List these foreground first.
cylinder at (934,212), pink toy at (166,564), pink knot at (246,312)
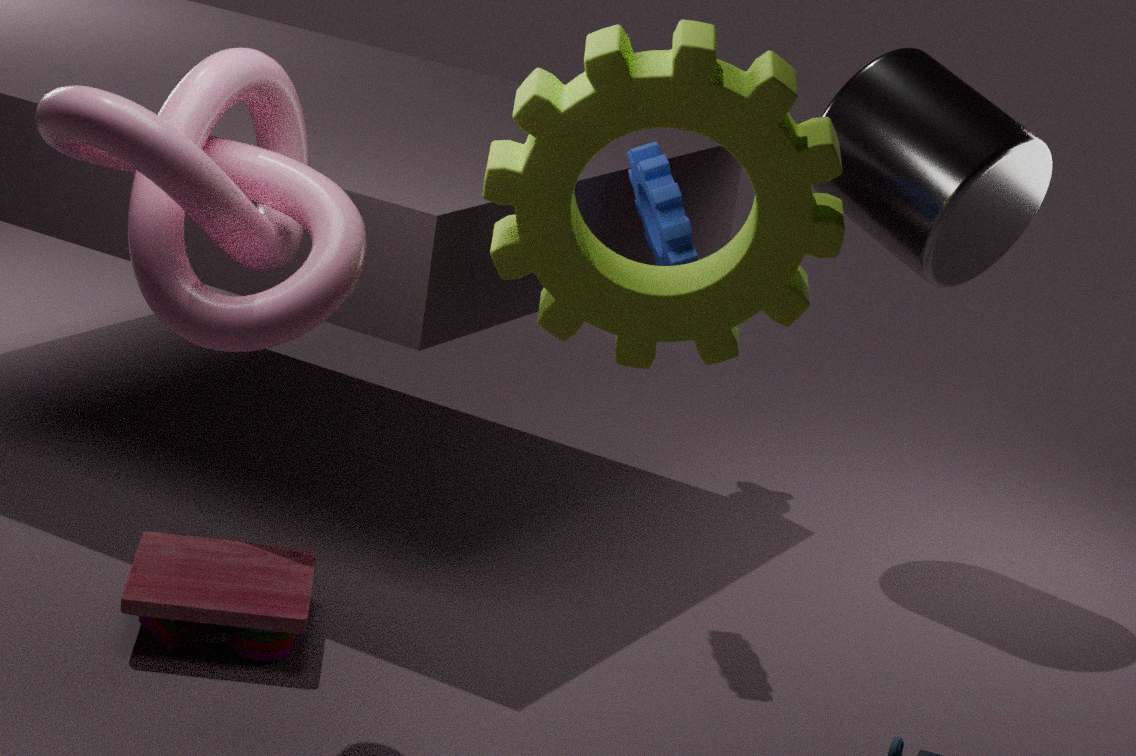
1. pink knot at (246,312)
2. pink toy at (166,564)
3. cylinder at (934,212)
